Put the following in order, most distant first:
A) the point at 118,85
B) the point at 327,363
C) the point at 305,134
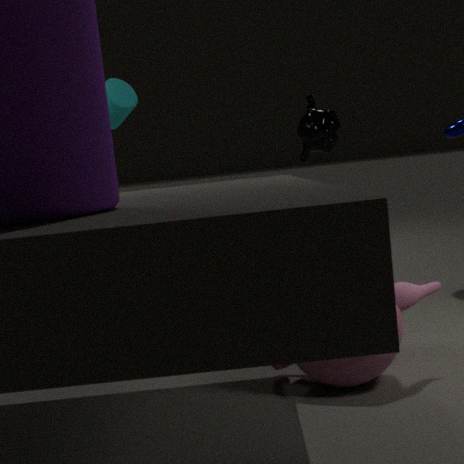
the point at 118,85
the point at 305,134
the point at 327,363
